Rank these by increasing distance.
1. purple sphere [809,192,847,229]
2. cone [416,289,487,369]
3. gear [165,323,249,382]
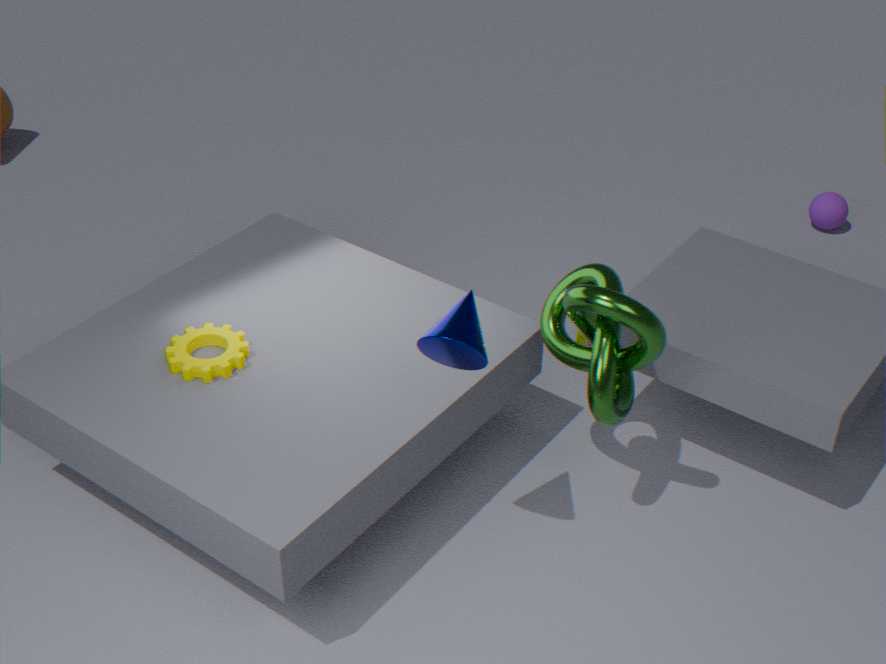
cone [416,289,487,369]
gear [165,323,249,382]
purple sphere [809,192,847,229]
